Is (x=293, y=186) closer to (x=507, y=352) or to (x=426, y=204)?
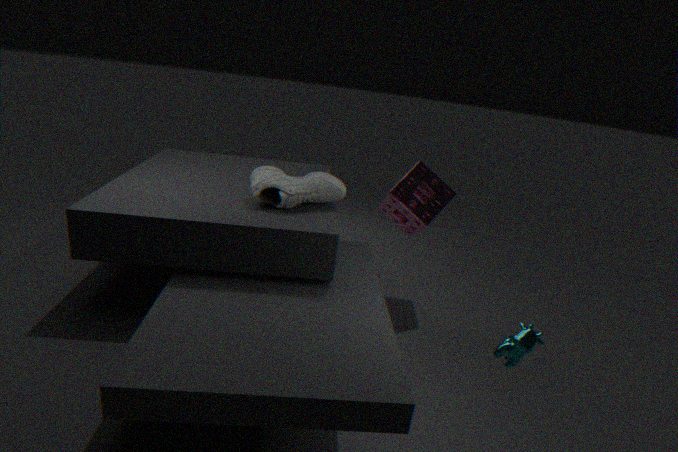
(x=507, y=352)
